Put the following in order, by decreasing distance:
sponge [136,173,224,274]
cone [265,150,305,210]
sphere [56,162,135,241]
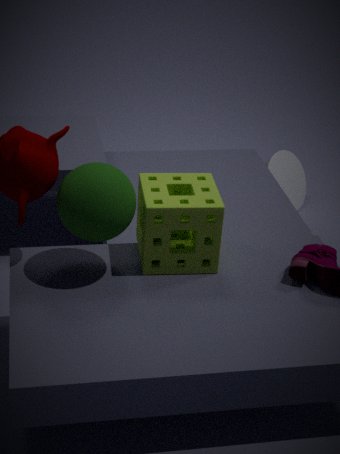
cone [265,150,305,210]
sponge [136,173,224,274]
sphere [56,162,135,241]
